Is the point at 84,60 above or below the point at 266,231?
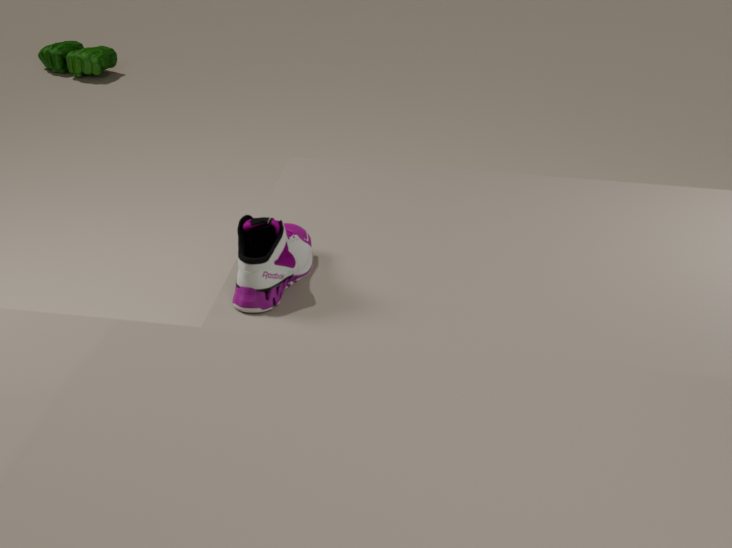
below
